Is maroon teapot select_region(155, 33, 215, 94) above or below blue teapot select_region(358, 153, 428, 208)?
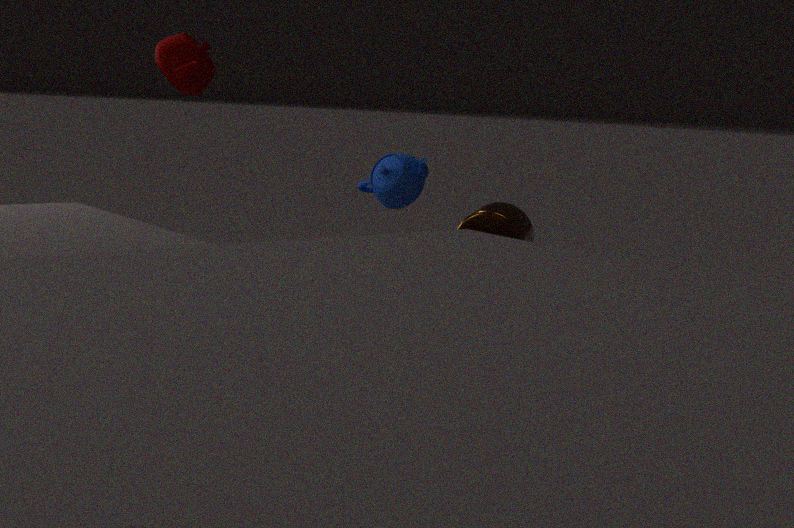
above
